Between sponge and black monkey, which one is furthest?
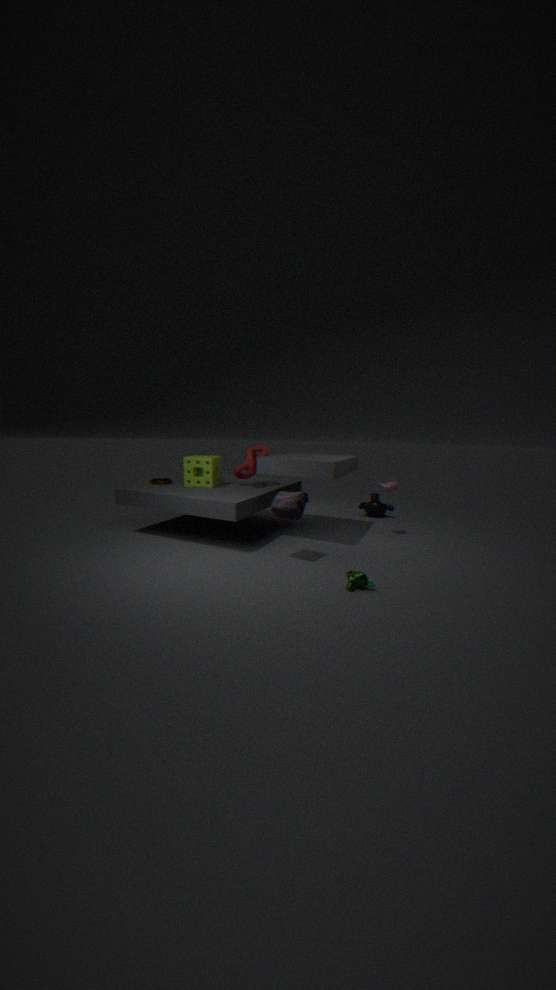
black monkey
